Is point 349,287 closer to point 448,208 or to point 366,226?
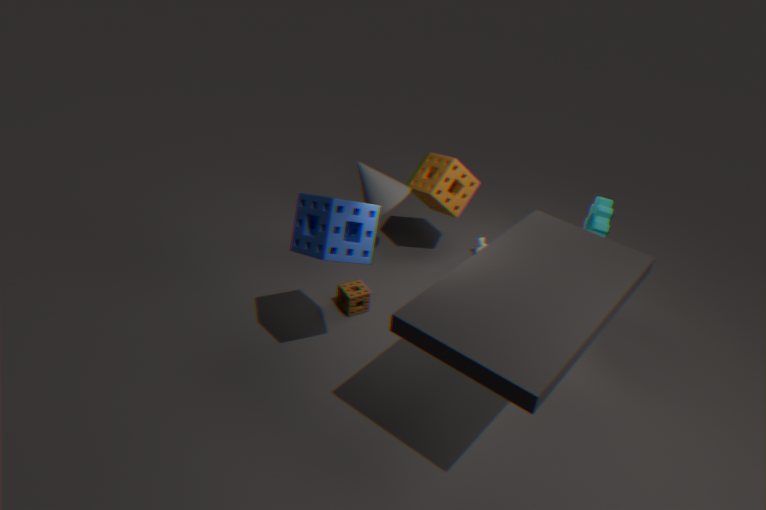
point 366,226
